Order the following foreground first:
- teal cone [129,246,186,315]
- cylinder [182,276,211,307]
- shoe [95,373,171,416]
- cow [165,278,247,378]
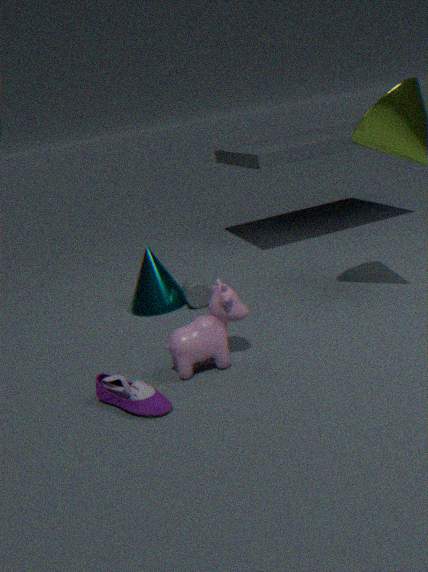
shoe [95,373,171,416] < cow [165,278,247,378] < cylinder [182,276,211,307] < teal cone [129,246,186,315]
